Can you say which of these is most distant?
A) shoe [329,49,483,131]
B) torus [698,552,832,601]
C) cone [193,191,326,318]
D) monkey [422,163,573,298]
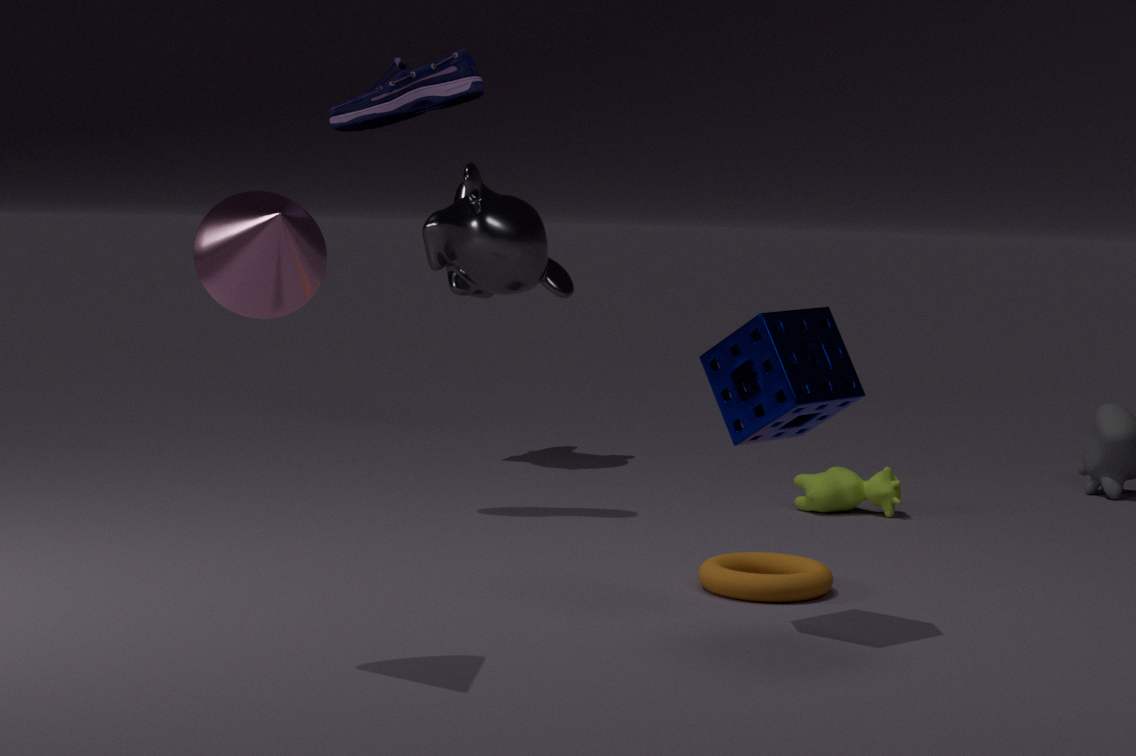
monkey [422,163,573,298]
